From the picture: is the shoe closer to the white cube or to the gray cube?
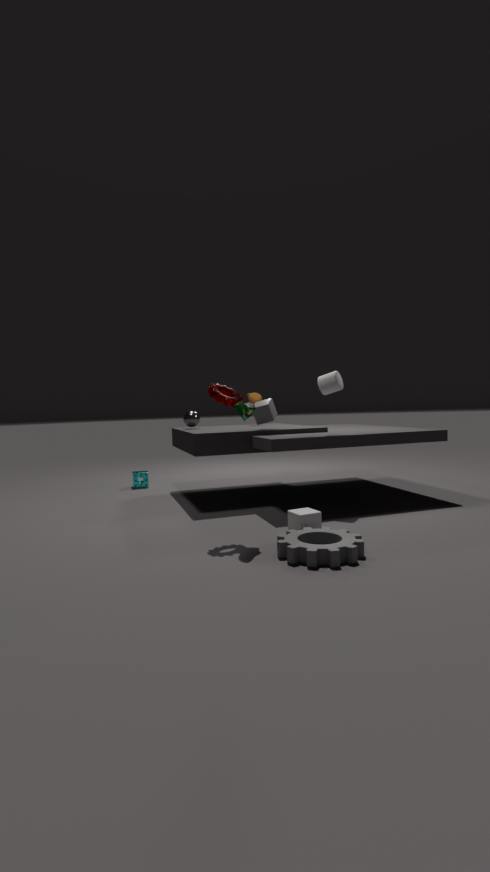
the white cube
